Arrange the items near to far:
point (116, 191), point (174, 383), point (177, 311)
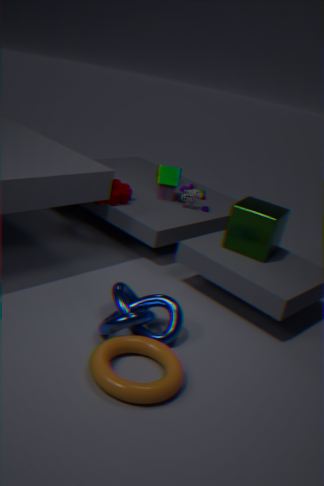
1. point (174, 383)
2. point (177, 311)
3. point (116, 191)
